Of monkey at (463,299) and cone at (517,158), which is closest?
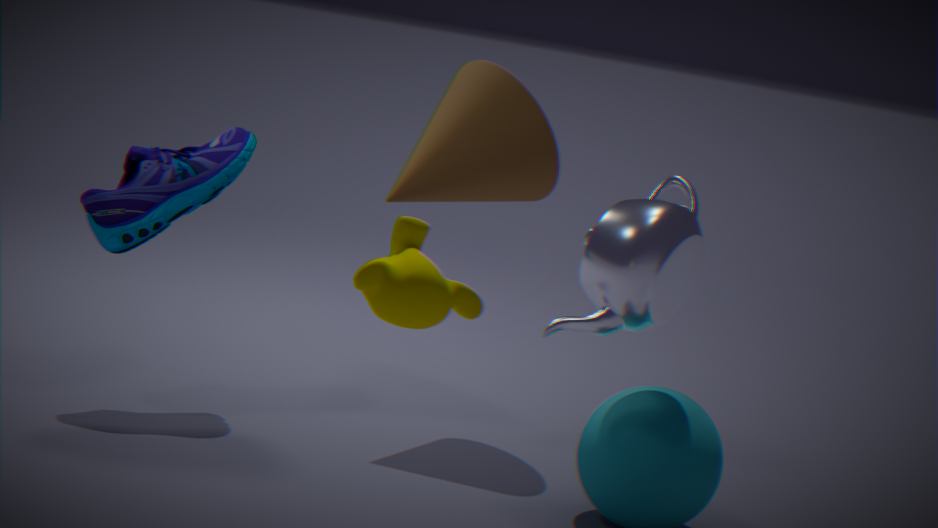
monkey at (463,299)
